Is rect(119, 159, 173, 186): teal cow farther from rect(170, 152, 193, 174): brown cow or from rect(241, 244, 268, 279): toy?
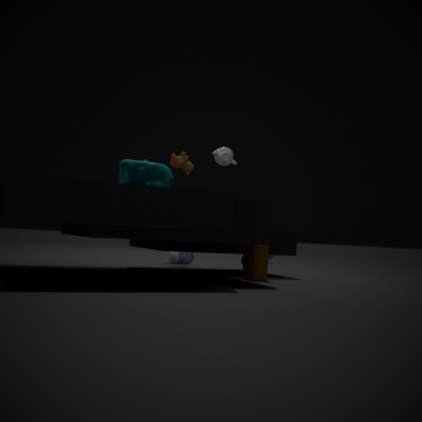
rect(170, 152, 193, 174): brown cow
